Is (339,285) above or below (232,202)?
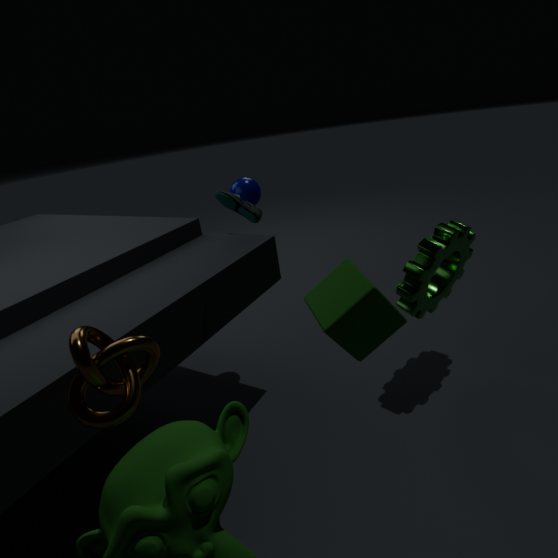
below
